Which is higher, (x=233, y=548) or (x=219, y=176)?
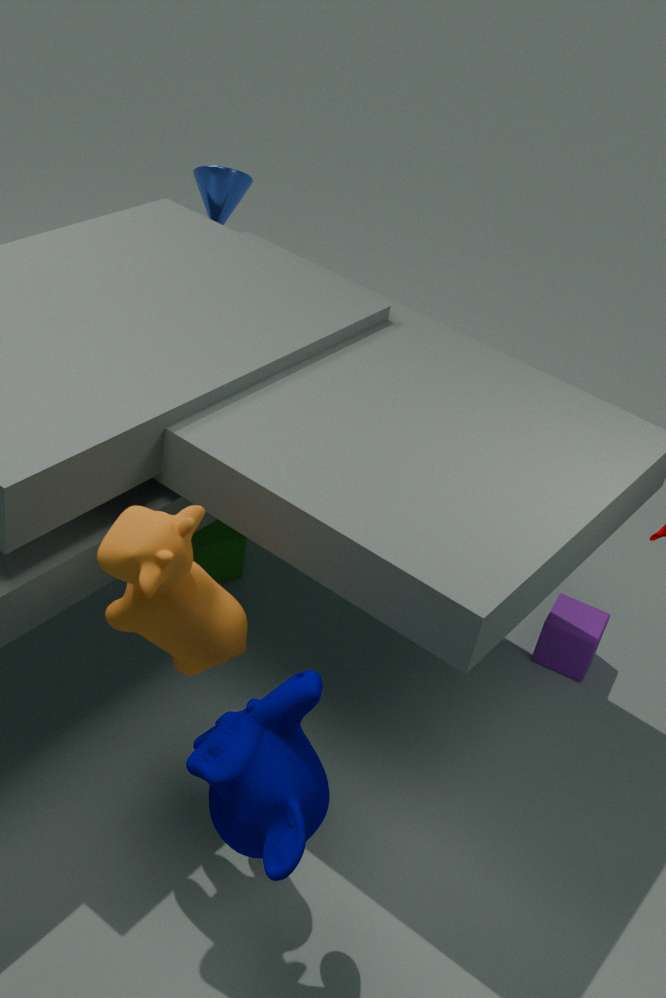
(x=219, y=176)
